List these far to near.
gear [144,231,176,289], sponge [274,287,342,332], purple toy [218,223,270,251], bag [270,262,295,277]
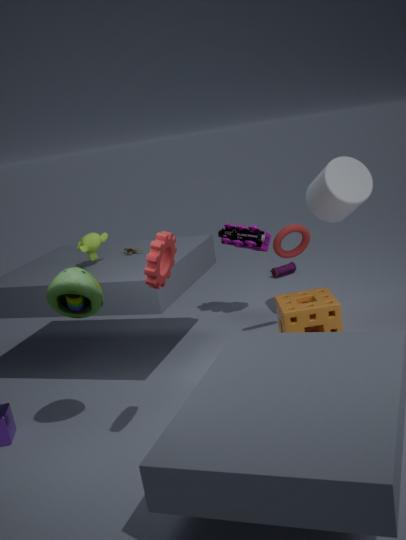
1. bag [270,262,295,277]
2. purple toy [218,223,270,251]
3. sponge [274,287,342,332]
4. gear [144,231,176,289]
